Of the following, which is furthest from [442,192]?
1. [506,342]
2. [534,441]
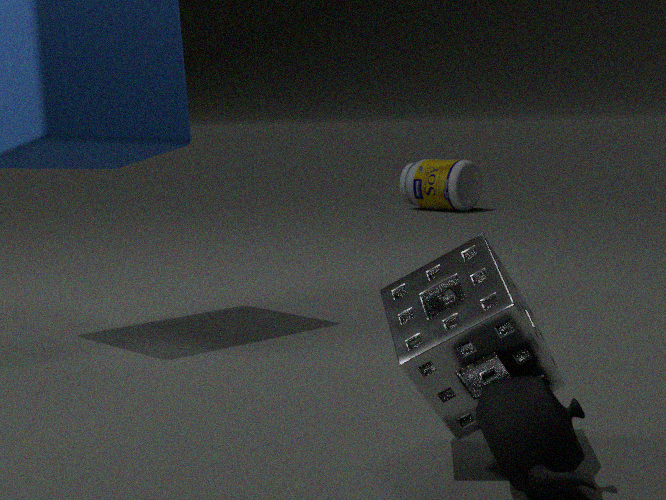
[534,441]
